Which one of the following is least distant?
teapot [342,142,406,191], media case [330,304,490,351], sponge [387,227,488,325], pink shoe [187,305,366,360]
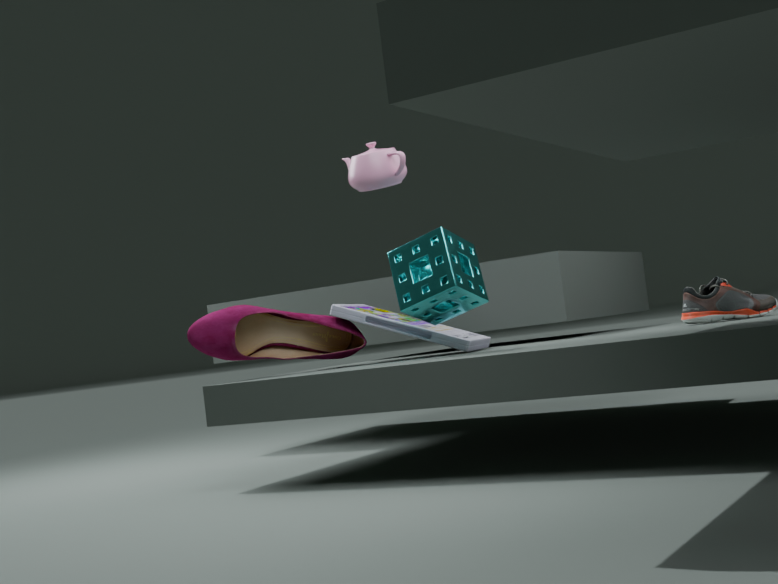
sponge [387,227,488,325]
